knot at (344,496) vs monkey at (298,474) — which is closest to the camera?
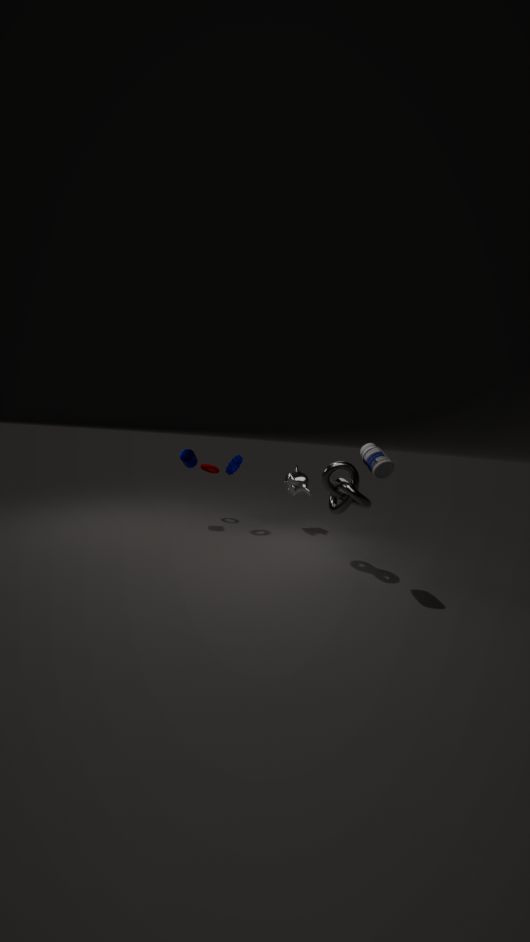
knot at (344,496)
